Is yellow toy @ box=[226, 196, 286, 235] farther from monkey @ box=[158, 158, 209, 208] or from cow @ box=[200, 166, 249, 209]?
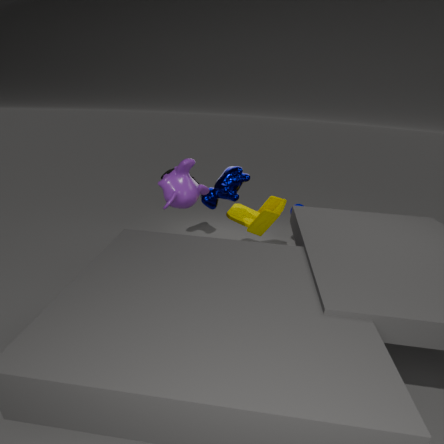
monkey @ box=[158, 158, 209, 208]
